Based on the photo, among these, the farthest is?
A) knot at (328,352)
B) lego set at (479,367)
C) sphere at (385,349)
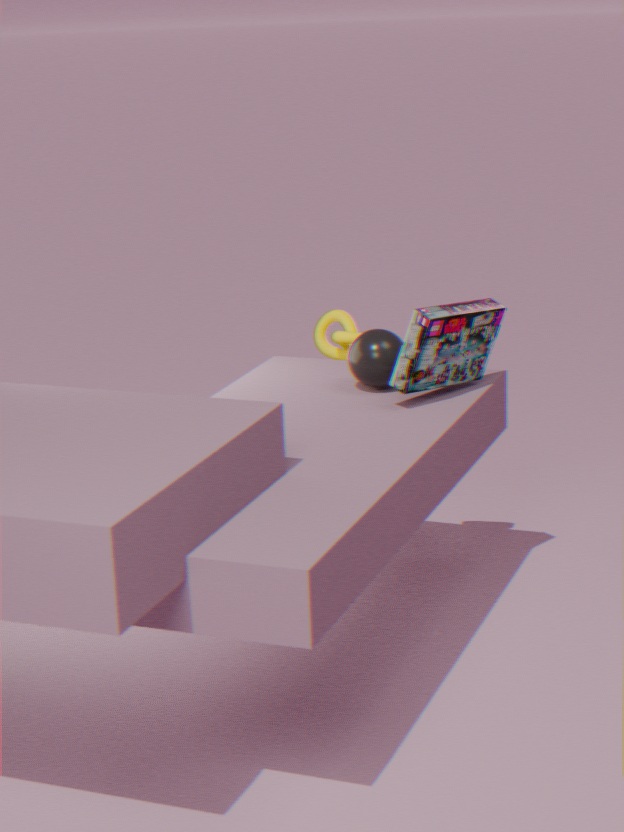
knot at (328,352)
